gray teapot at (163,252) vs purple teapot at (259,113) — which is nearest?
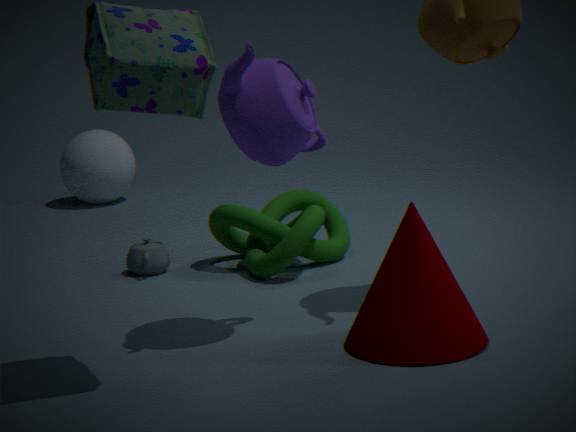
purple teapot at (259,113)
